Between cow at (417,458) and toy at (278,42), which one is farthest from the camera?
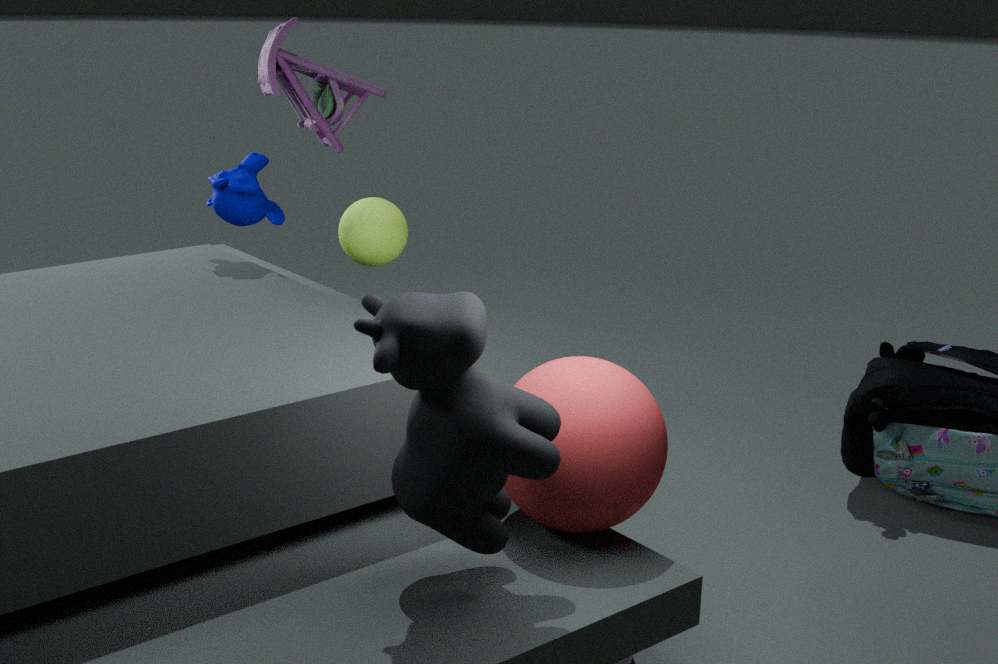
toy at (278,42)
